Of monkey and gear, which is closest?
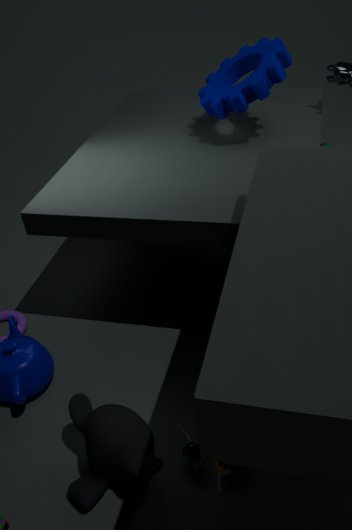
monkey
